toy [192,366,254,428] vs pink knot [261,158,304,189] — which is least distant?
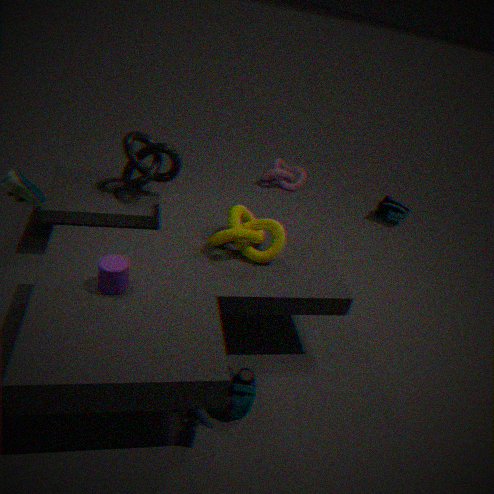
toy [192,366,254,428]
